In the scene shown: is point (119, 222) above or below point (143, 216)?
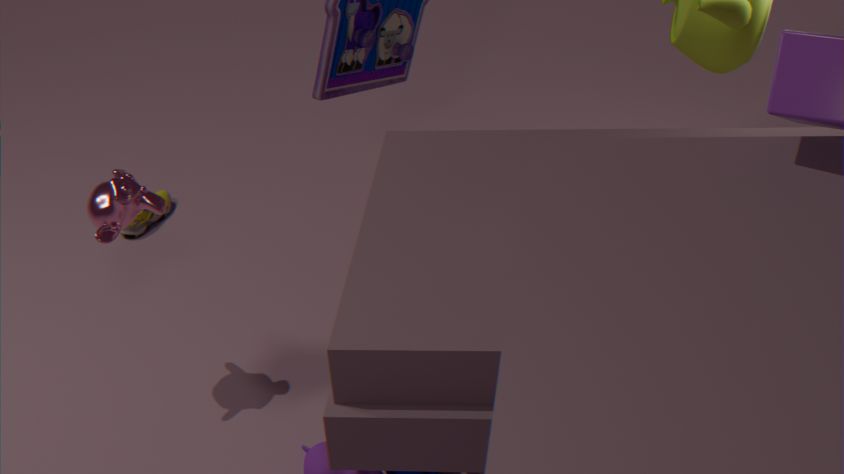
above
